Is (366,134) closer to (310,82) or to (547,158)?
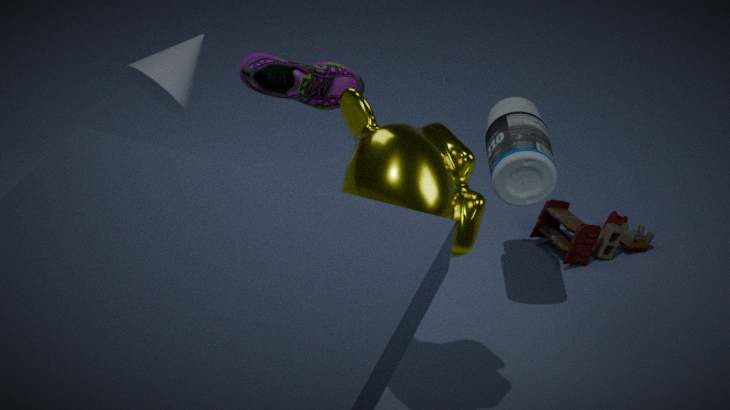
(310,82)
